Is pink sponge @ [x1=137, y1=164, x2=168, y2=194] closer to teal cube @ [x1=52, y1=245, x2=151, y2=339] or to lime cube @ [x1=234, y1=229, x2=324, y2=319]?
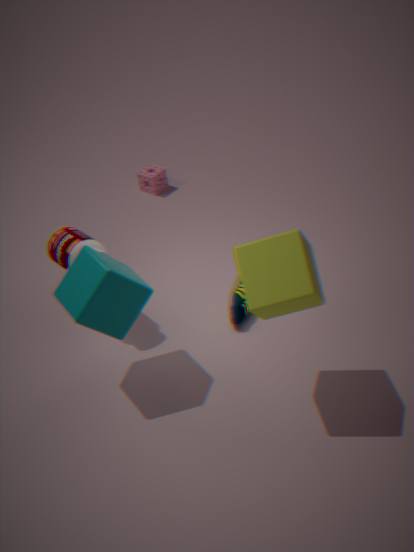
teal cube @ [x1=52, y1=245, x2=151, y2=339]
